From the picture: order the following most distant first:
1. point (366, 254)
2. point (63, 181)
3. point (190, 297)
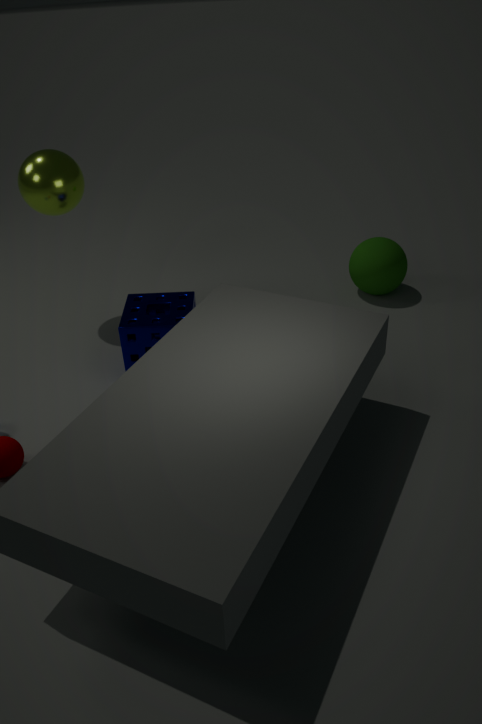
1. point (366, 254)
2. point (63, 181)
3. point (190, 297)
